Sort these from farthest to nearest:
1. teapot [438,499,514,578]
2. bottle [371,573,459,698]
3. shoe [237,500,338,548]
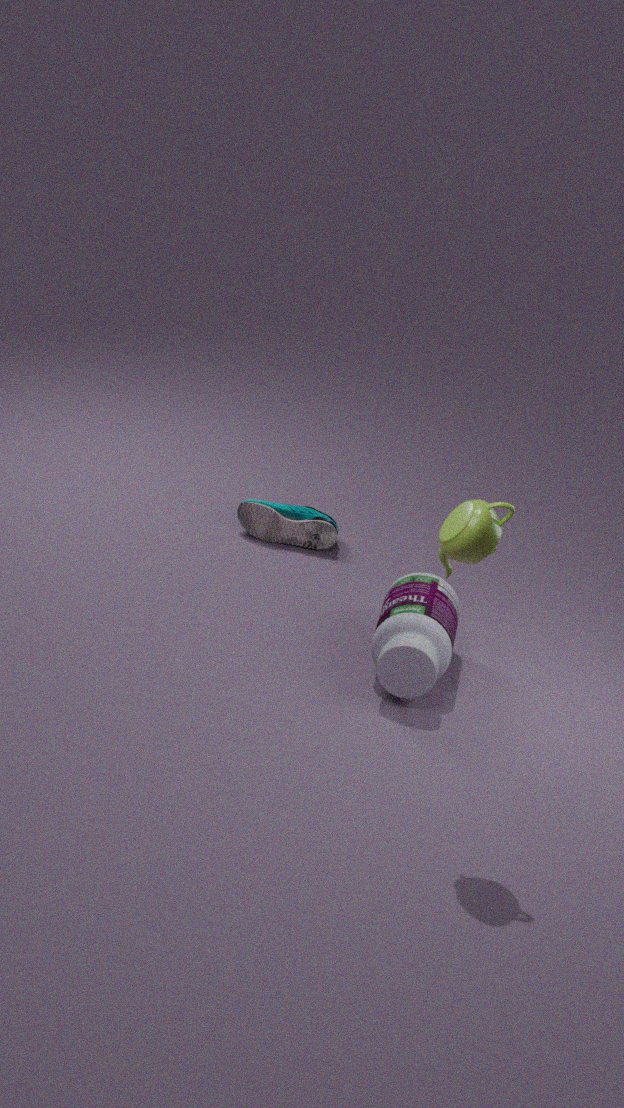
shoe [237,500,338,548]
bottle [371,573,459,698]
teapot [438,499,514,578]
